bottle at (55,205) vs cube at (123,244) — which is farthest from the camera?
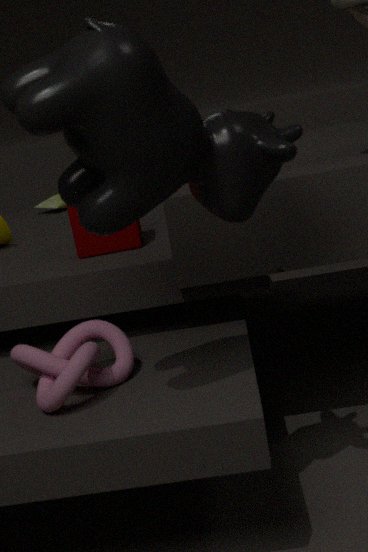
bottle at (55,205)
